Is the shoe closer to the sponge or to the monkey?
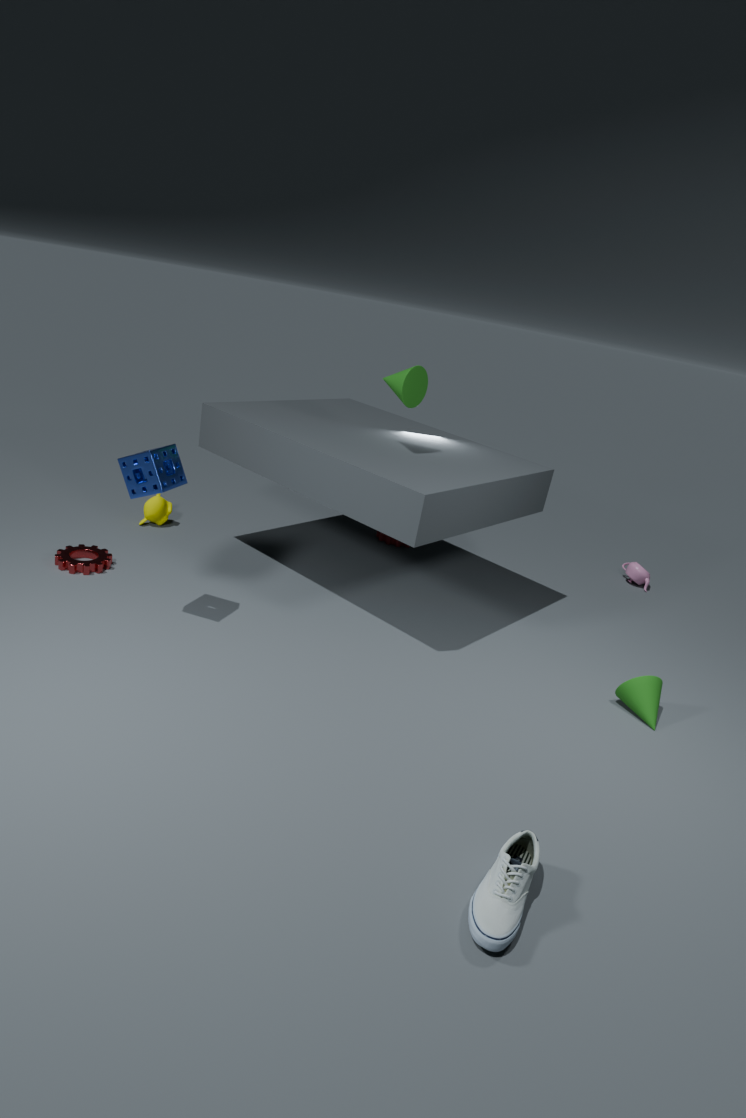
the sponge
